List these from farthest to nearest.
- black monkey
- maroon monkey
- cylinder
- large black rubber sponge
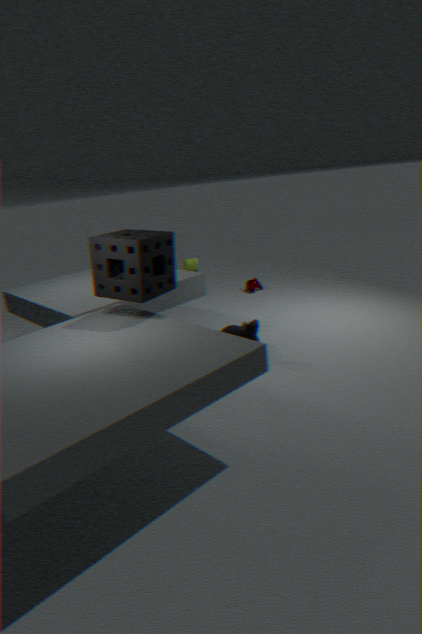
cylinder, maroon monkey, black monkey, large black rubber sponge
